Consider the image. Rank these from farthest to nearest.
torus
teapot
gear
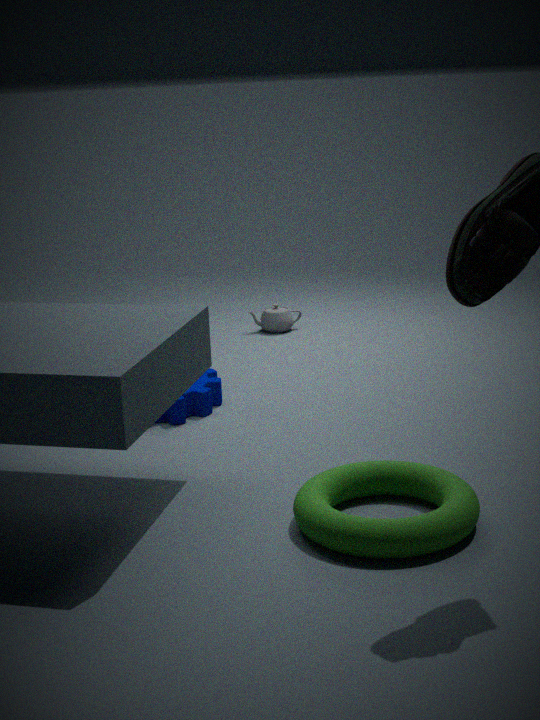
1. teapot
2. gear
3. torus
